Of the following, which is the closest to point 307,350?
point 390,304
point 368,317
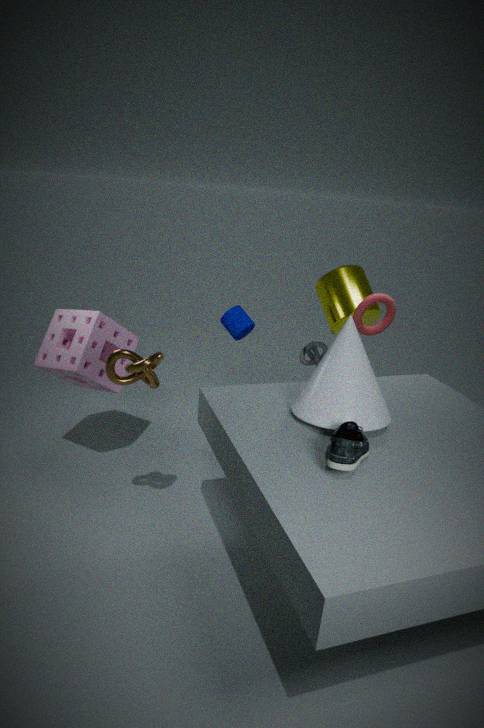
point 368,317
